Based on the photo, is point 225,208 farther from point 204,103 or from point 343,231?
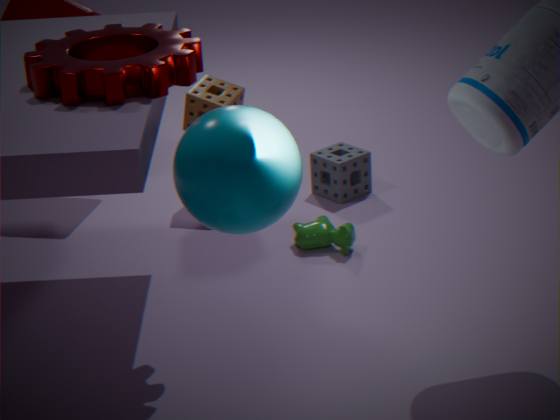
point 204,103
